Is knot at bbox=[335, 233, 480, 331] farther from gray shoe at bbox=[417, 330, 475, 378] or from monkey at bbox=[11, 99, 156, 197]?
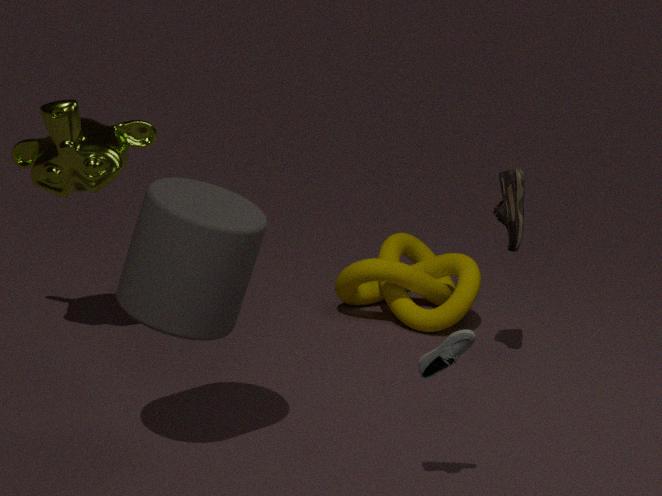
gray shoe at bbox=[417, 330, 475, 378]
